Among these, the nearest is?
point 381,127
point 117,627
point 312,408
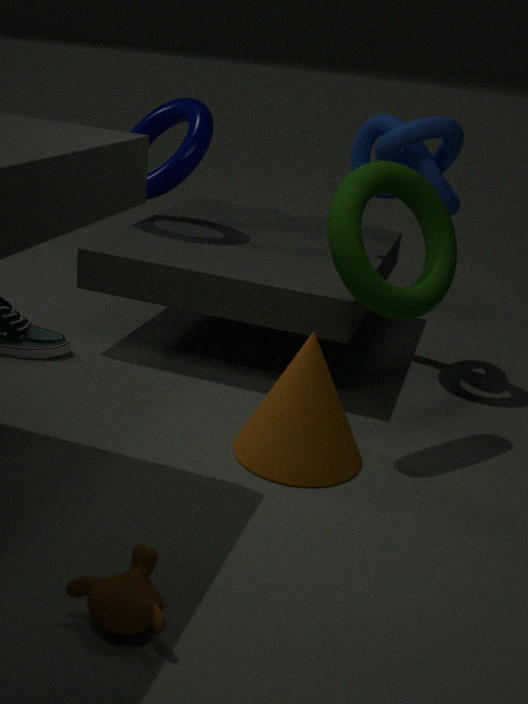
point 117,627
